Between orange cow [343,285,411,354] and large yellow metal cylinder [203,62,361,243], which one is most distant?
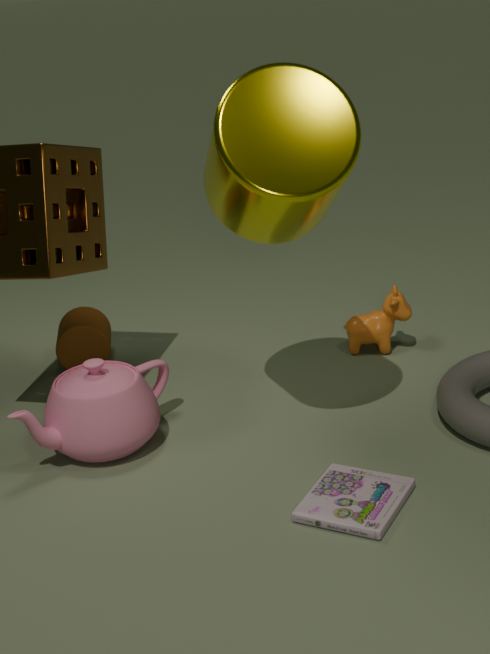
orange cow [343,285,411,354]
